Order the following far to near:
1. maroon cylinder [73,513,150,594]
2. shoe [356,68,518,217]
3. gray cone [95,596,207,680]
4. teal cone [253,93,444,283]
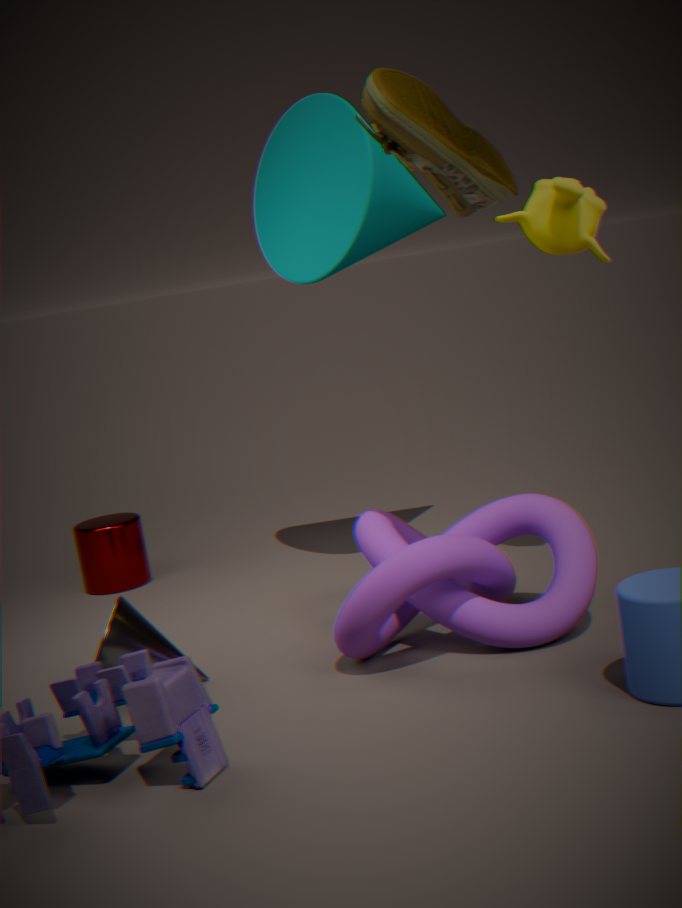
maroon cylinder [73,513,150,594] < teal cone [253,93,444,283] < gray cone [95,596,207,680] < shoe [356,68,518,217]
